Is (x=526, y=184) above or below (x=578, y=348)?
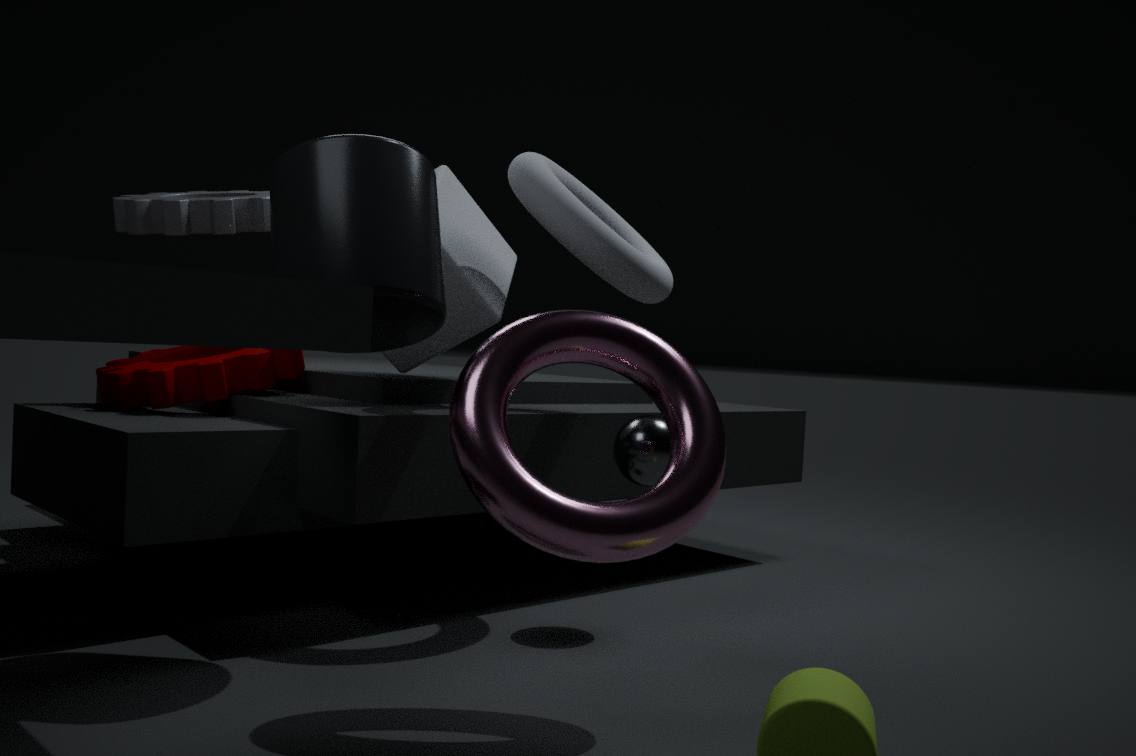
above
